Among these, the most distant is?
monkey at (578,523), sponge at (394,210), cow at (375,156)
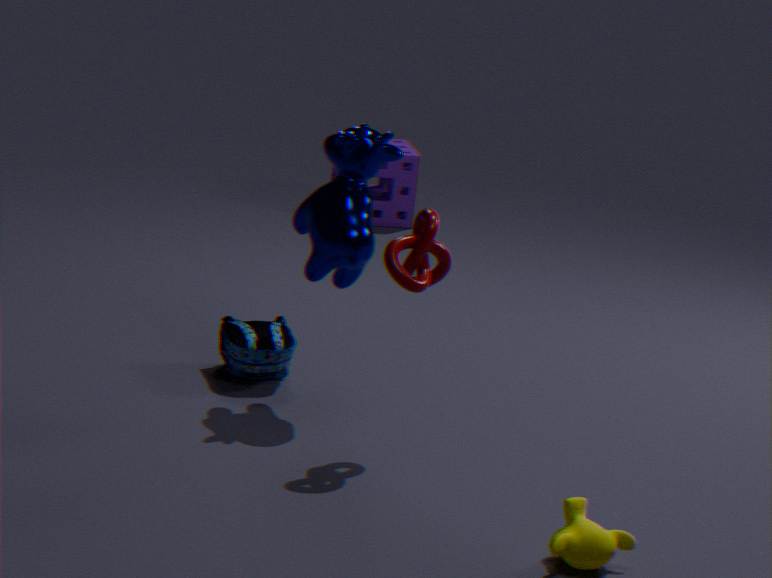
sponge at (394,210)
